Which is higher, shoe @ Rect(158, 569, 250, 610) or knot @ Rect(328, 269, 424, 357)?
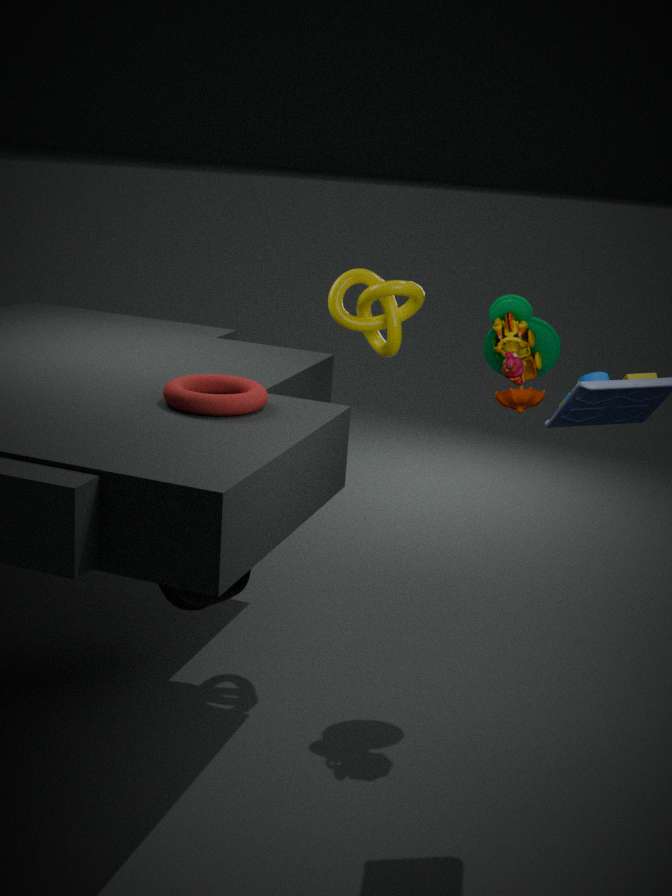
knot @ Rect(328, 269, 424, 357)
